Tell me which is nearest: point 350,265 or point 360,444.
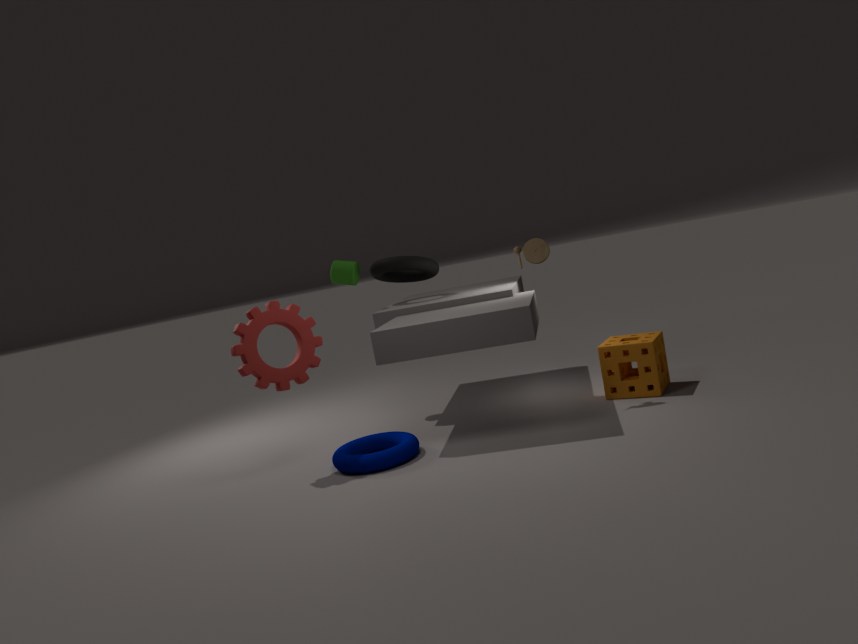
point 360,444
